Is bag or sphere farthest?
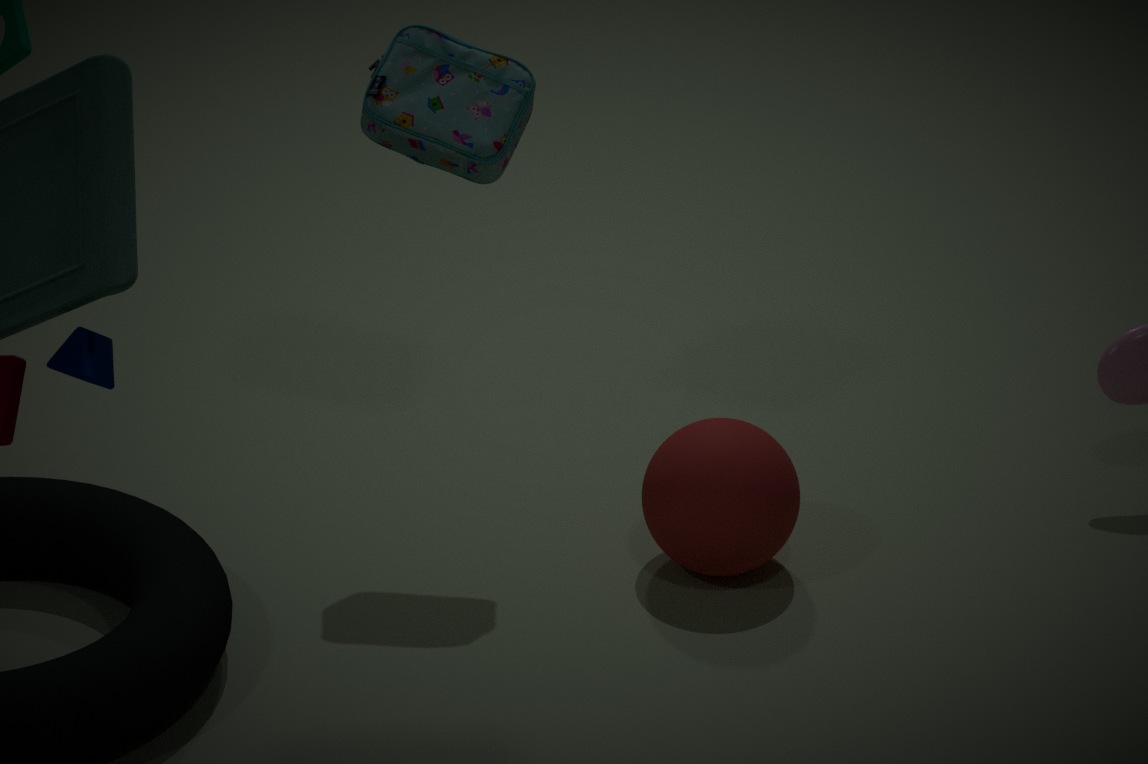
bag
